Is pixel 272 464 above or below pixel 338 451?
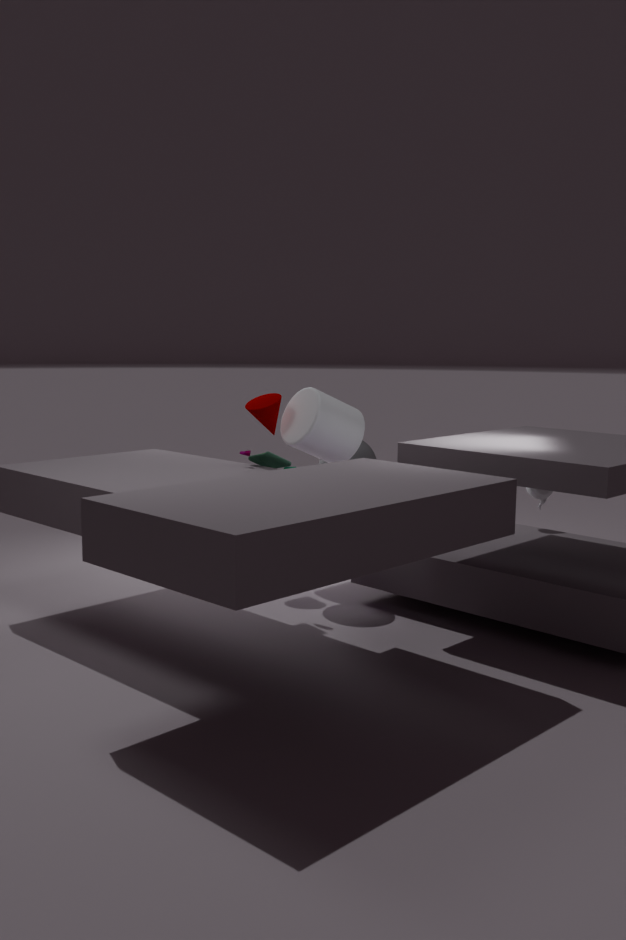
below
